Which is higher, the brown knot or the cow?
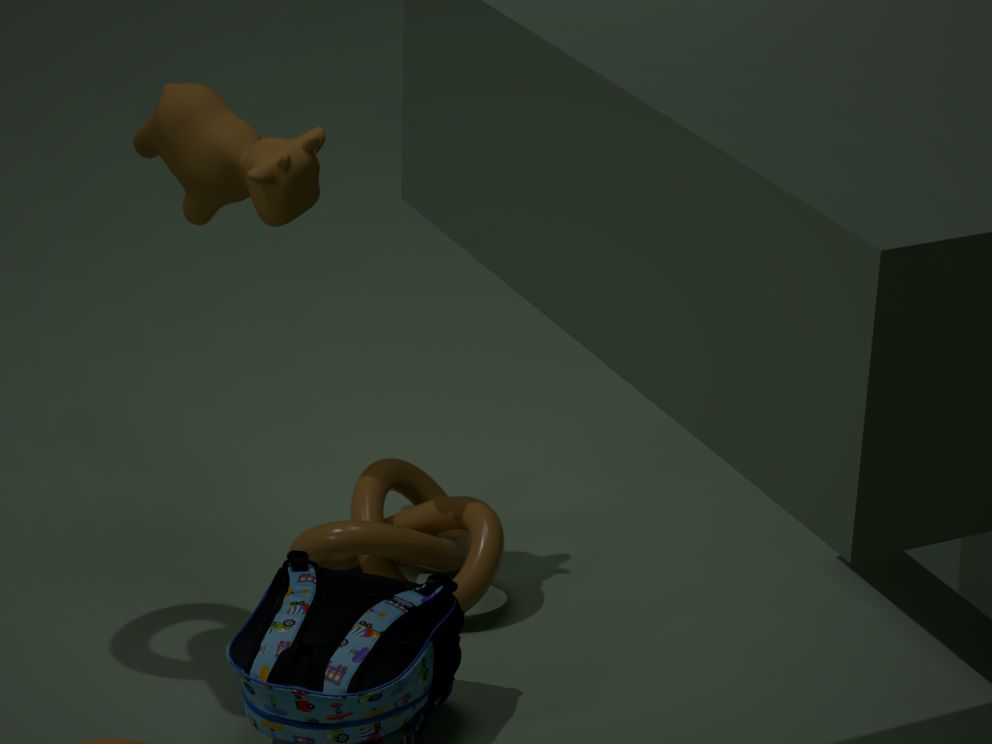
the cow
